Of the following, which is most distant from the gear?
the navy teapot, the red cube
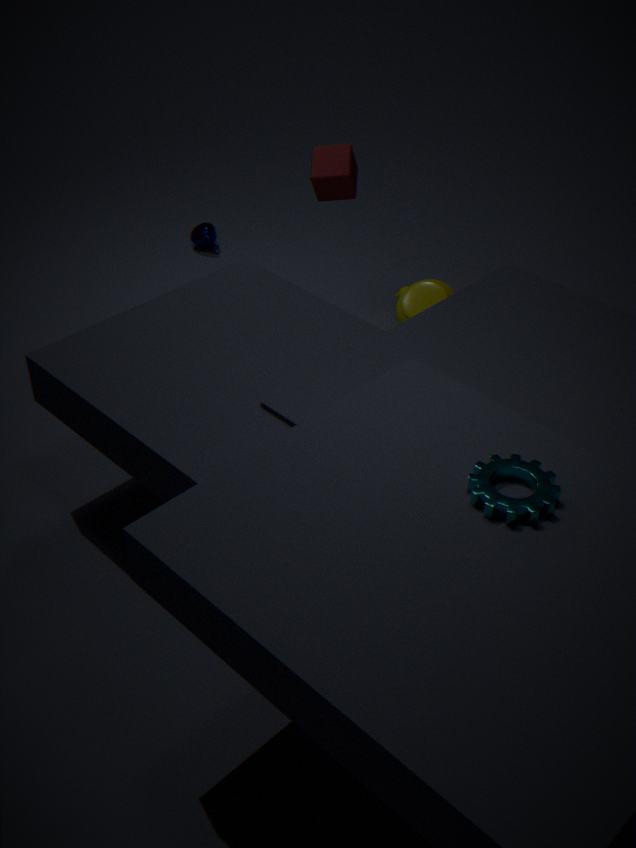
the navy teapot
